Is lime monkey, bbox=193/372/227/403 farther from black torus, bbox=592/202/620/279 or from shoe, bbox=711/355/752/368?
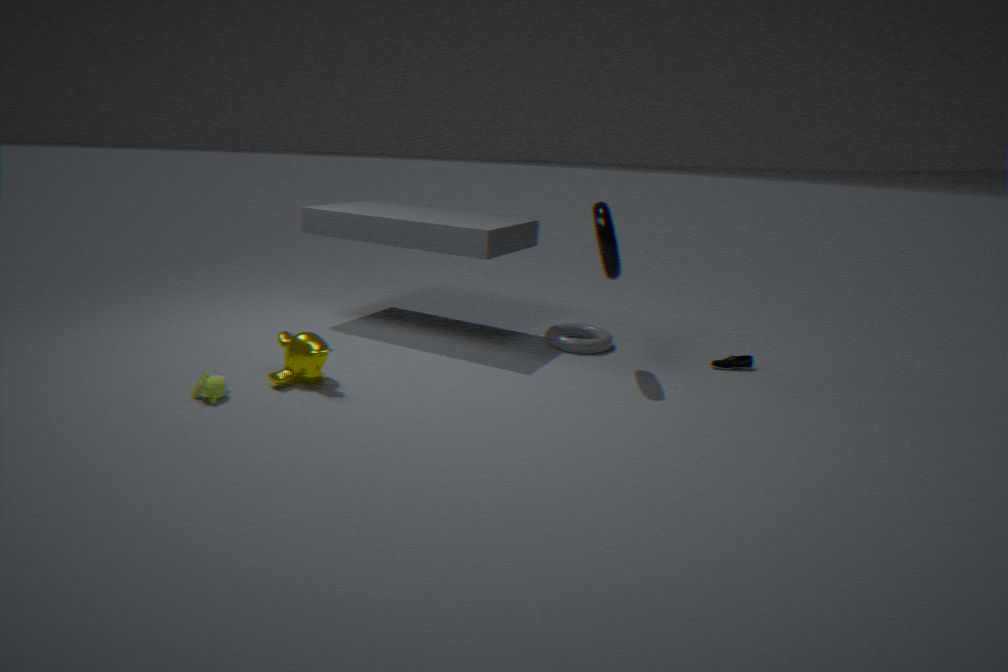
shoe, bbox=711/355/752/368
